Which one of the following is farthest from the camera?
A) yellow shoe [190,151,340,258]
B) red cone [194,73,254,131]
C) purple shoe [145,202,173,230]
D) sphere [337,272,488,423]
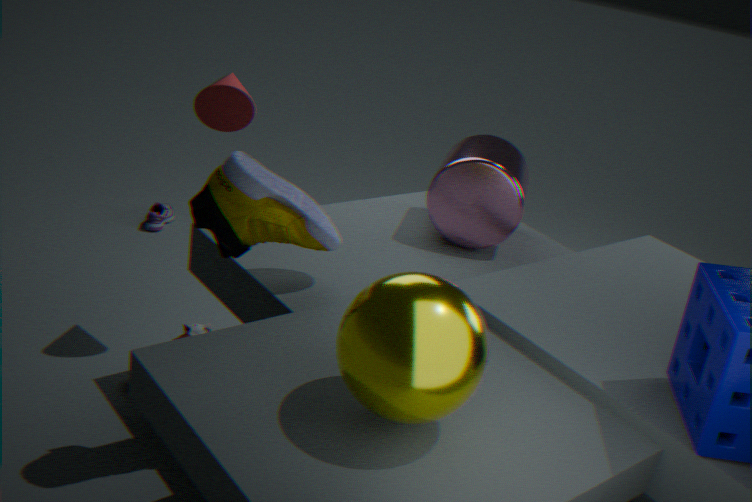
purple shoe [145,202,173,230]
